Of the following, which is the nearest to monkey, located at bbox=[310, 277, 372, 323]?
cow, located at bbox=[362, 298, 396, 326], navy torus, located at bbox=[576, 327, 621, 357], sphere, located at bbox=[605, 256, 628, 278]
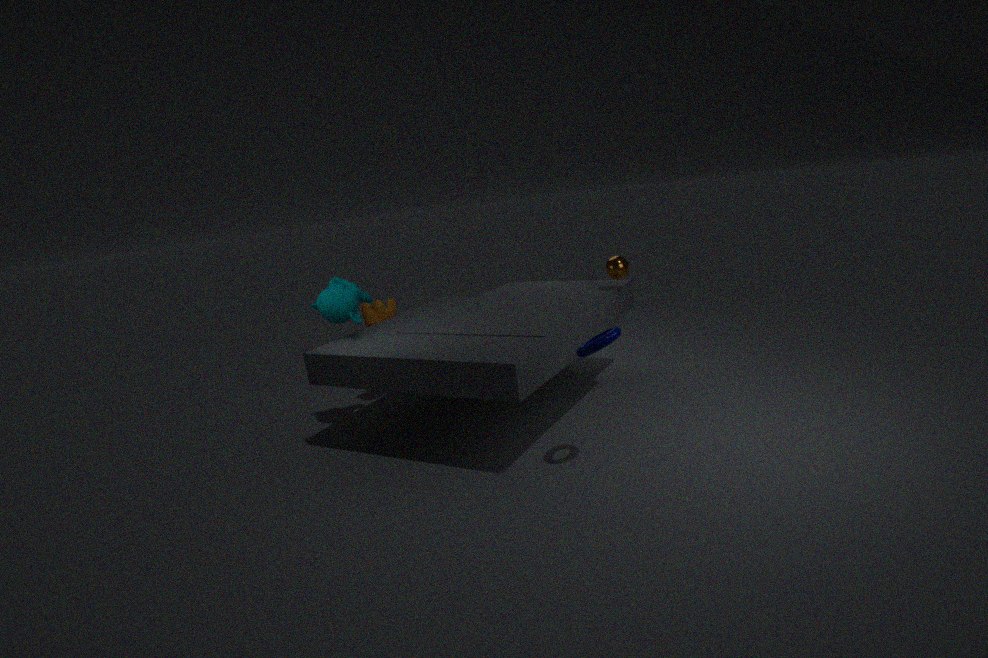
cow, located at bbox=[362, 298, 396, 326]
